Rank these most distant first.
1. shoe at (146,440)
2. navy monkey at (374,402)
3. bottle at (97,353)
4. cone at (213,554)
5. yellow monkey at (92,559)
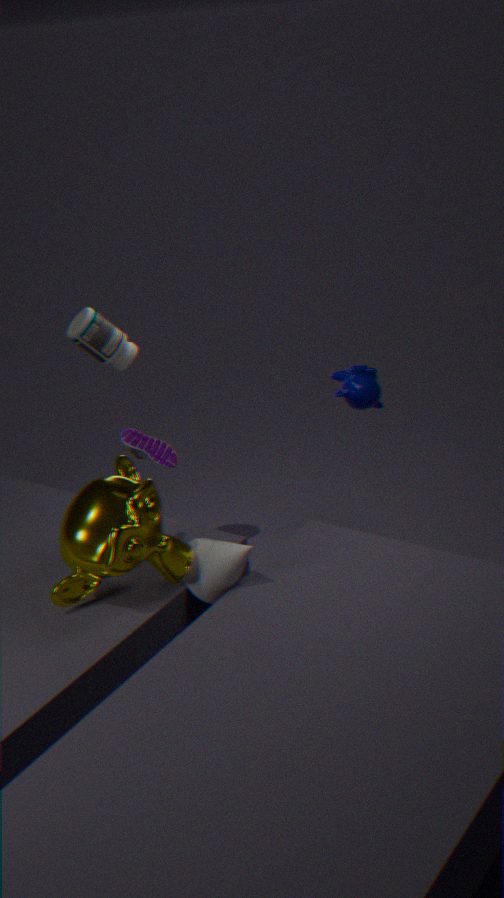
bottle at (97,353) < navy monkey at (374,402) < cone at (213,554) < shoe at (146,440) < yellow monkey at (92,559)
